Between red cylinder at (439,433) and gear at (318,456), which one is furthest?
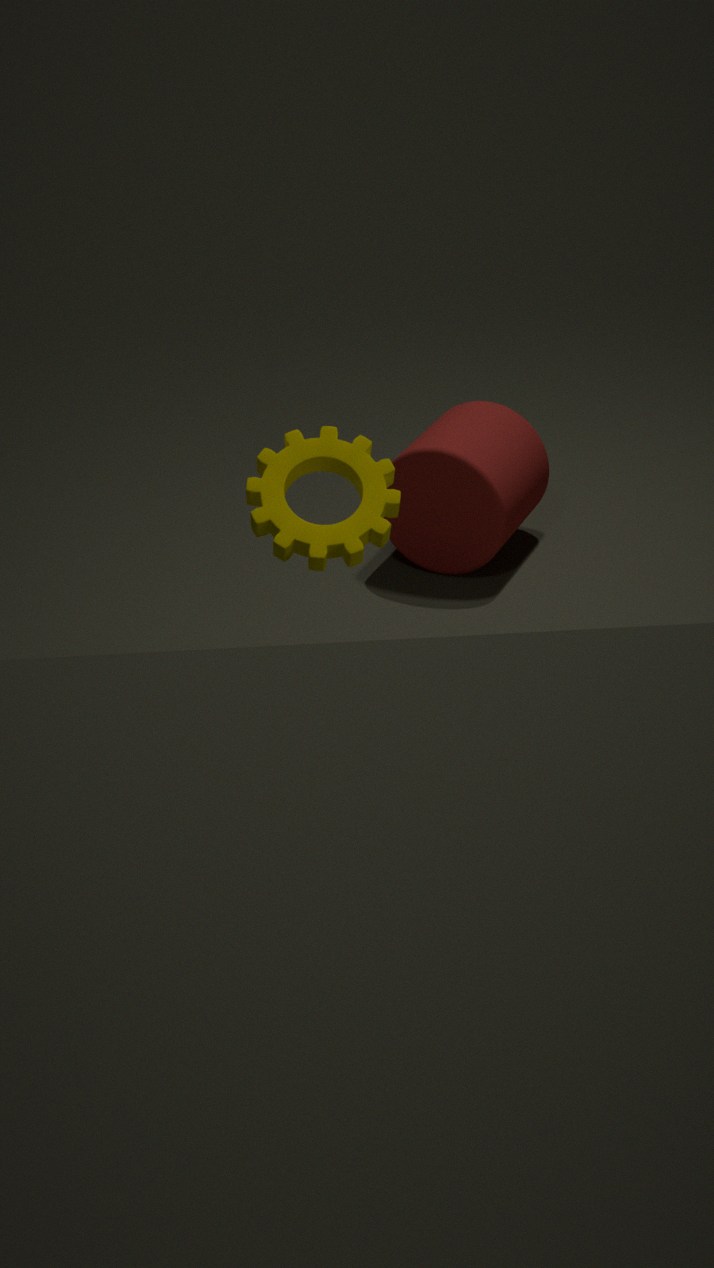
red cylinder at (439,433)
